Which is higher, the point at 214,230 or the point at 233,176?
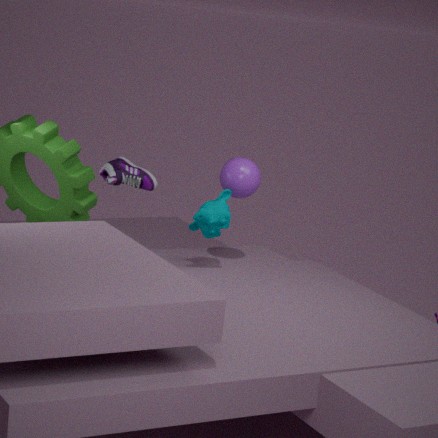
the point at 233,176
